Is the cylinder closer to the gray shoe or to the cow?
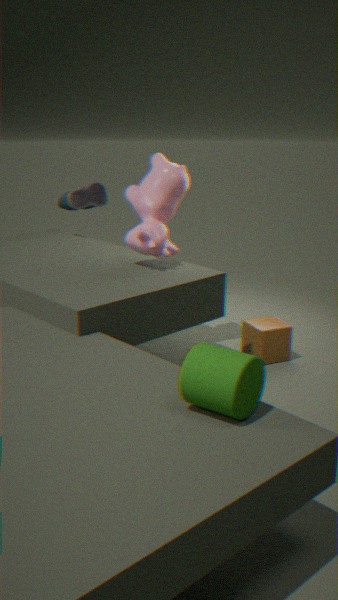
the cow
